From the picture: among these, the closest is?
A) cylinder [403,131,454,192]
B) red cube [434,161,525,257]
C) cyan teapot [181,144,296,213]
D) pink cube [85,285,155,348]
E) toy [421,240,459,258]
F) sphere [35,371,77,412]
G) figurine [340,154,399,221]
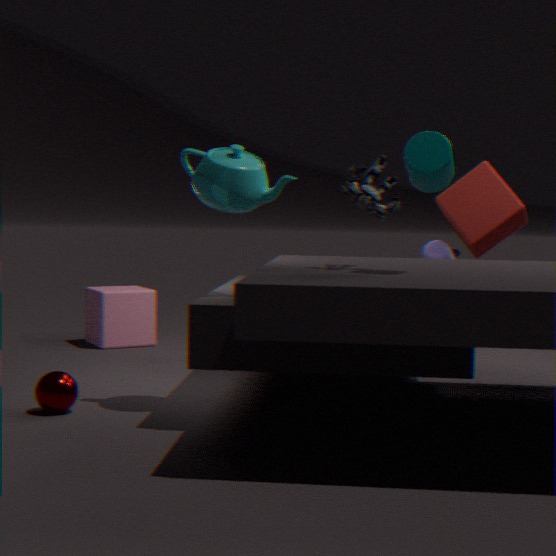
cylinder [403,131,454,192]
